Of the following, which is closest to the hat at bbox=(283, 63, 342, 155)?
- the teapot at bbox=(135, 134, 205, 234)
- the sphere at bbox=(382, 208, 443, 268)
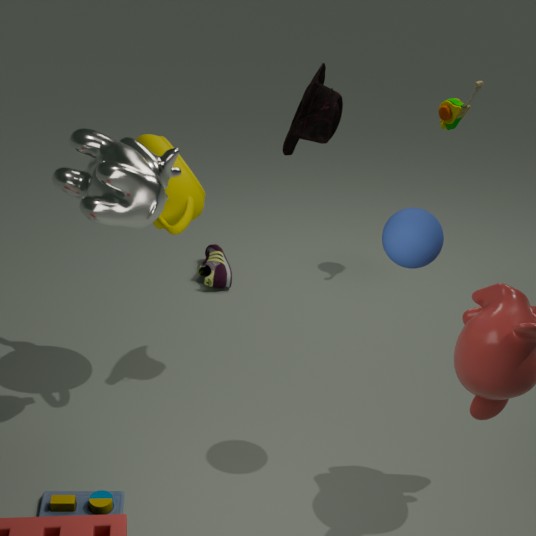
the teapot at bbox=(135, 134, 205, 234)
